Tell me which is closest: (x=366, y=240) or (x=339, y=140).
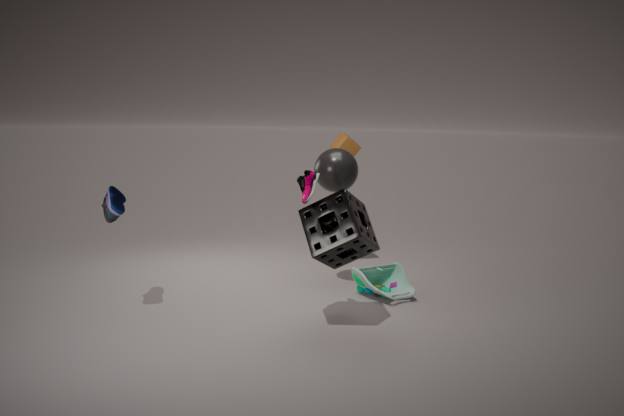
(x=366, y=240)
